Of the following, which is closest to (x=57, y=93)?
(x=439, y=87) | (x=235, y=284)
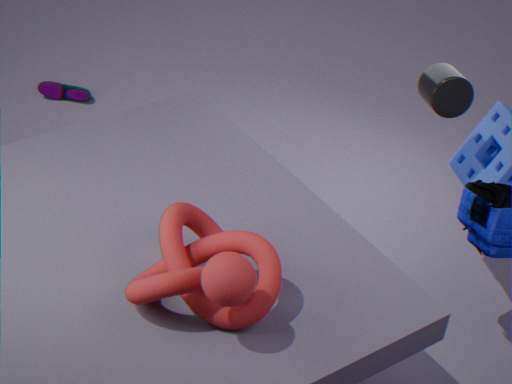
(x=439, y=87)
